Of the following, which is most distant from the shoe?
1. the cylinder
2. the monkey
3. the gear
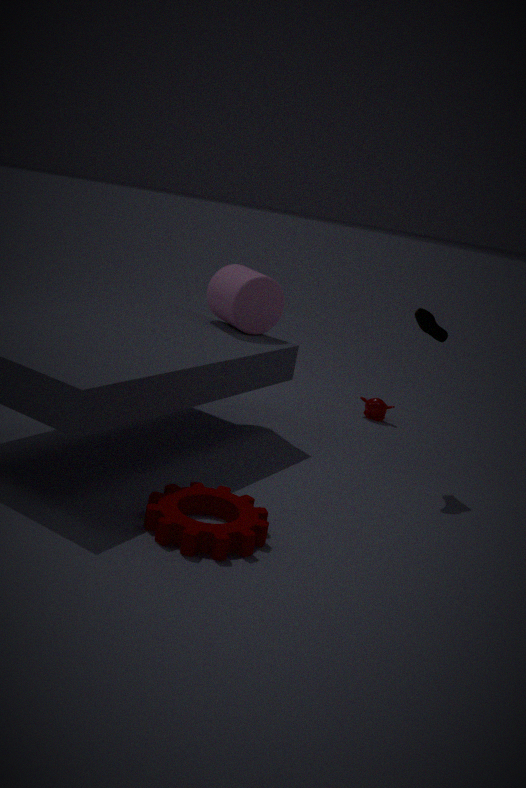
the gear
